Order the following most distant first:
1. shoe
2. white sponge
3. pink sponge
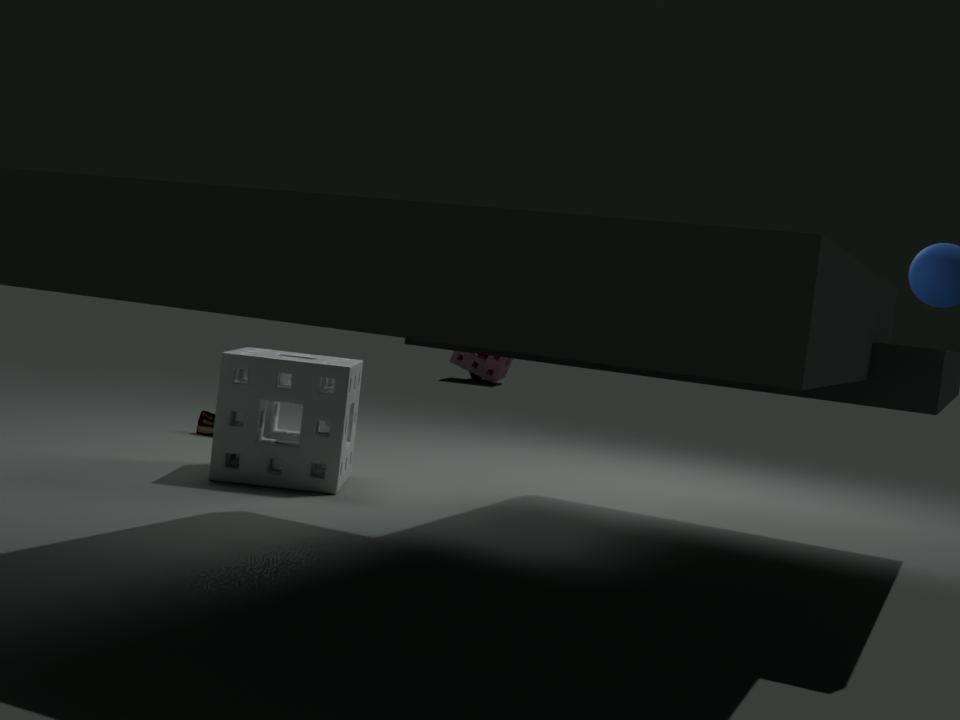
1. pink sponge
2. shoe
3. white sponge
